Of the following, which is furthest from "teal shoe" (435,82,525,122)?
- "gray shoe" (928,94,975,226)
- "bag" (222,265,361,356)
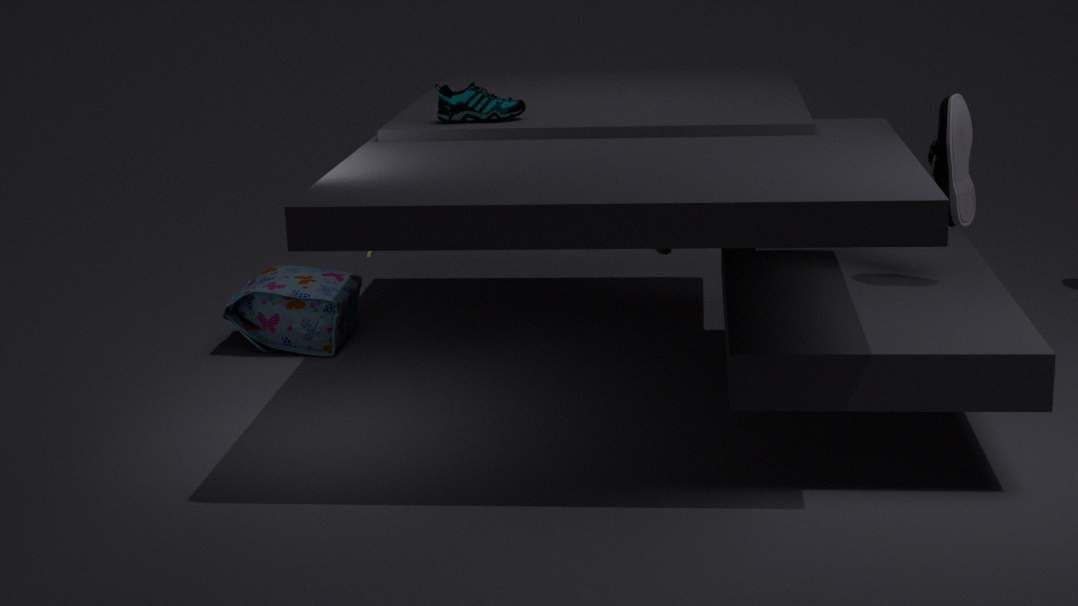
"gray shoe" (928,94,975,226)
